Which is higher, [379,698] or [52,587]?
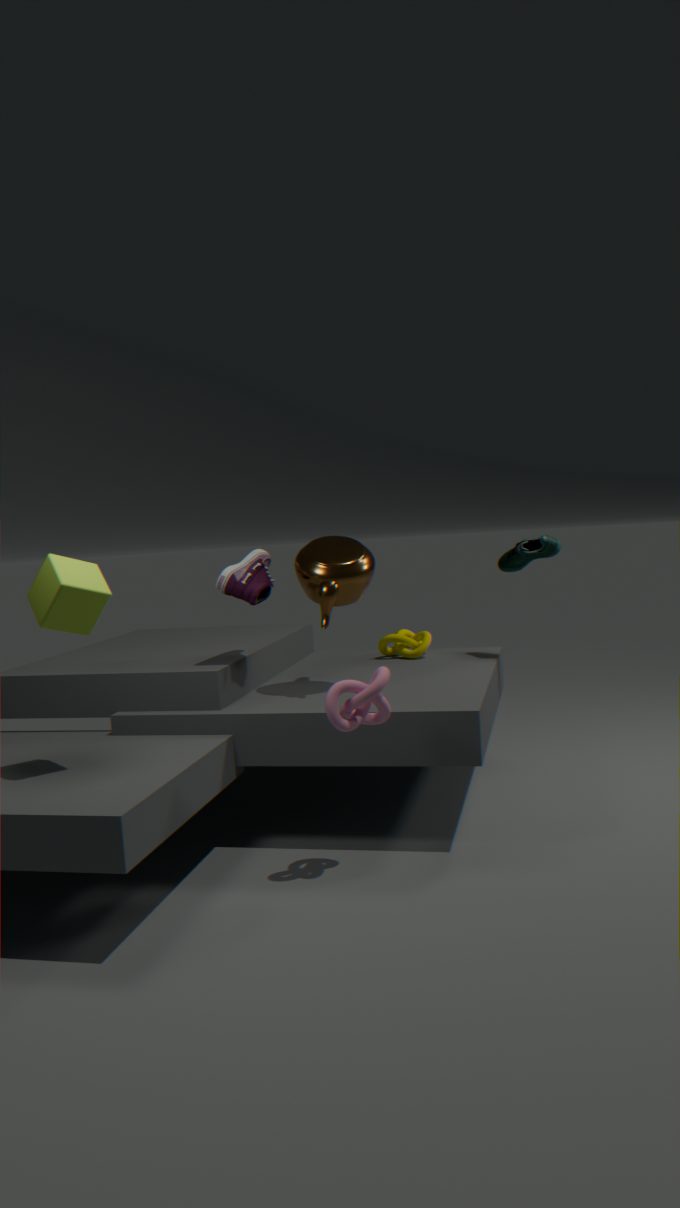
[52,587]
